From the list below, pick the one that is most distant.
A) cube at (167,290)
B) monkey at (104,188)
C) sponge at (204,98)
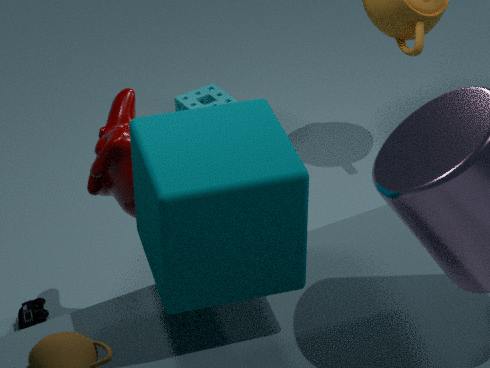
sponge at (204,98)
